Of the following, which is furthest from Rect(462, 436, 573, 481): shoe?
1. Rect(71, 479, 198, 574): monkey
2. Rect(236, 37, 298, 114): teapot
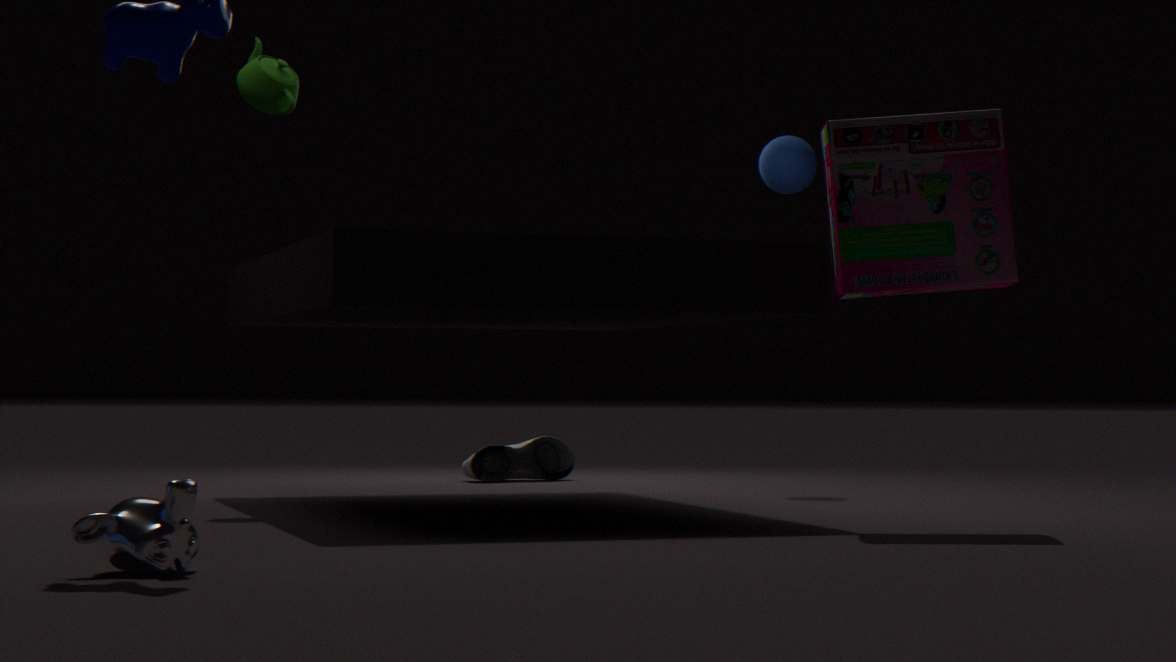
Rect(71, 479, 198, 574): monkey
